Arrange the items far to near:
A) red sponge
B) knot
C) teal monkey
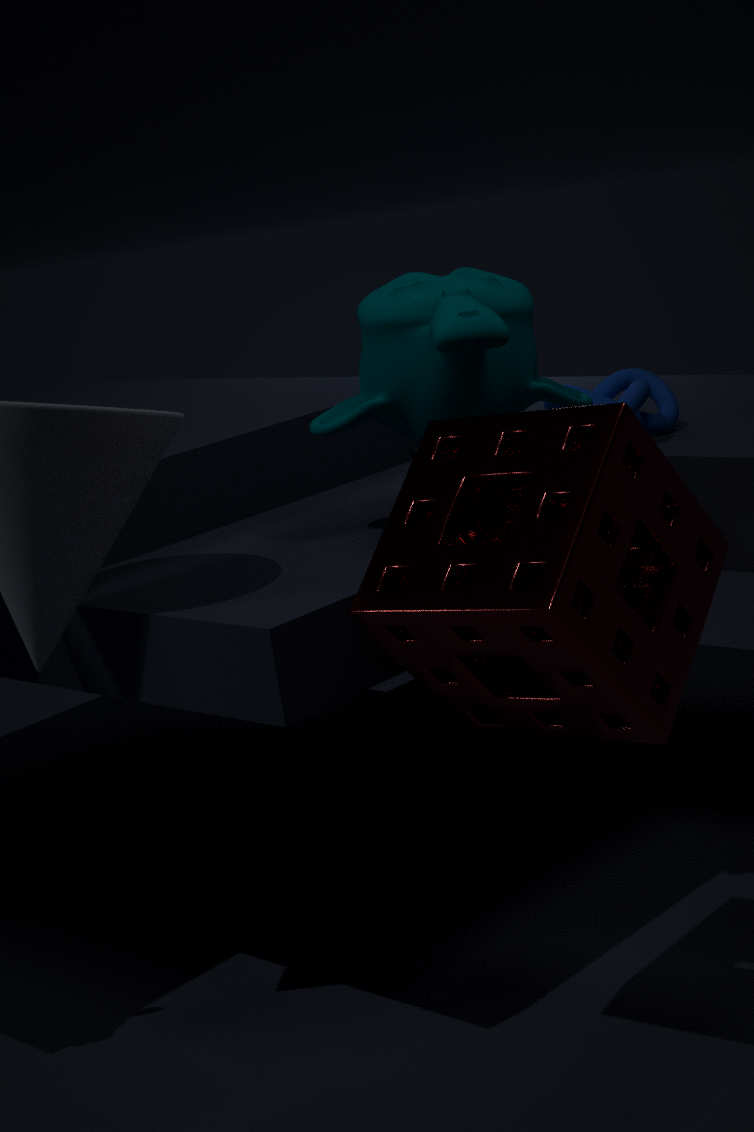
knot < teal monkey < red sponge
